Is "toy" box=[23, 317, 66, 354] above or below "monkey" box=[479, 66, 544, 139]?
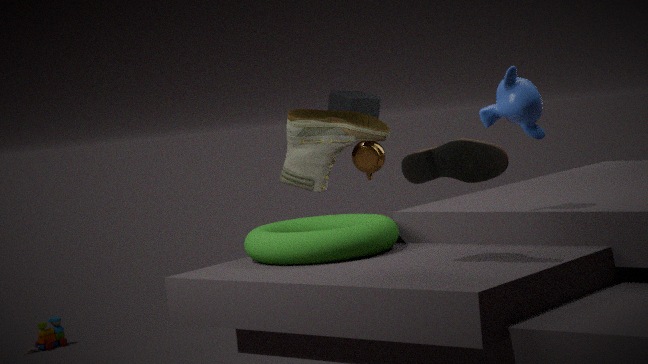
below
